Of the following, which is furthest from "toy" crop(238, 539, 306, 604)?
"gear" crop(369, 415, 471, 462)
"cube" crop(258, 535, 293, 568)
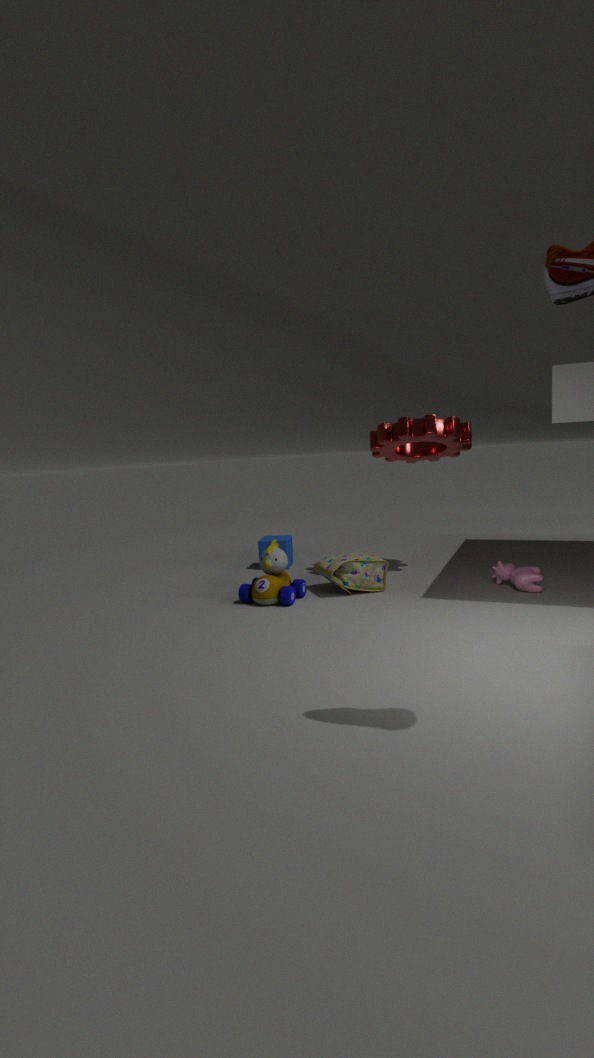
"gear" crop(369, 415, 471, 462)
